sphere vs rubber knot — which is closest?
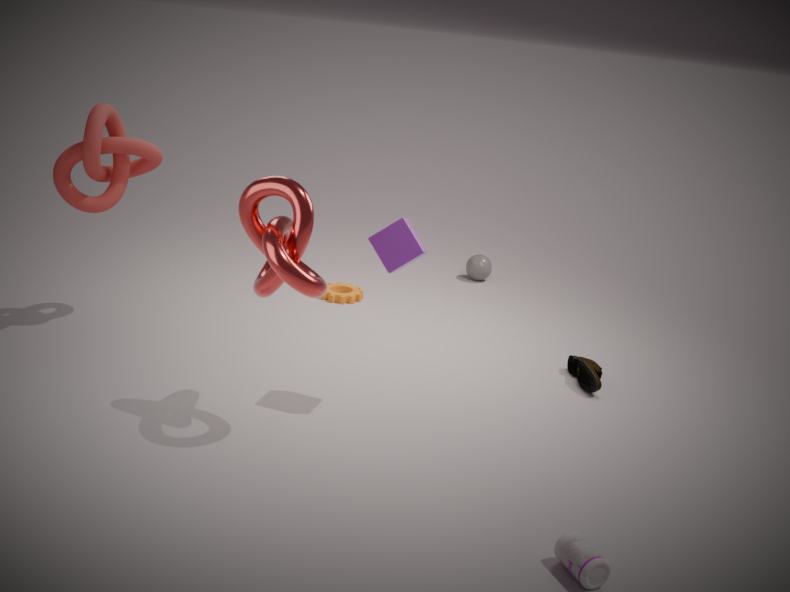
rubber knot
